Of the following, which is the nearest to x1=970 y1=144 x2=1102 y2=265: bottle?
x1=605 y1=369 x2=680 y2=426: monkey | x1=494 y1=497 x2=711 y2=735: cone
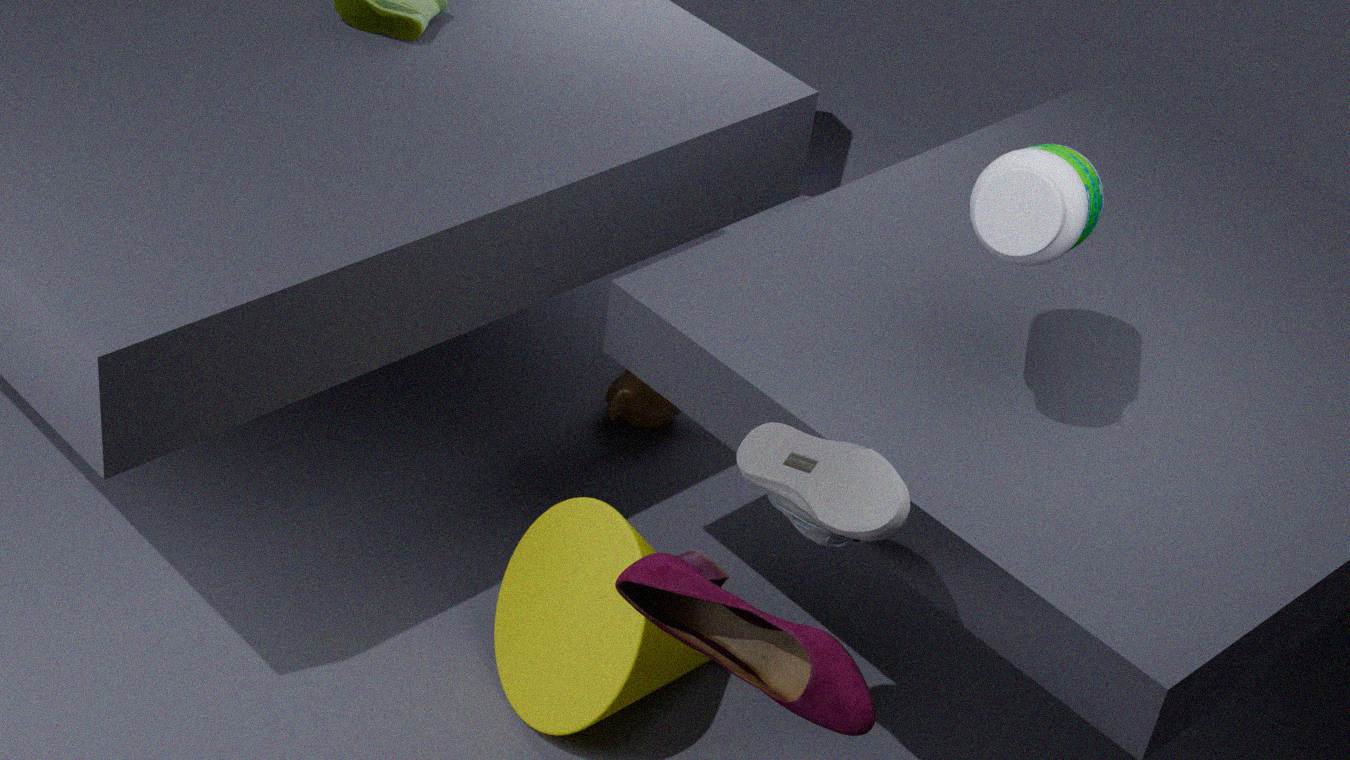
x1=494 y1=497 x2=711 y2=735: cone
